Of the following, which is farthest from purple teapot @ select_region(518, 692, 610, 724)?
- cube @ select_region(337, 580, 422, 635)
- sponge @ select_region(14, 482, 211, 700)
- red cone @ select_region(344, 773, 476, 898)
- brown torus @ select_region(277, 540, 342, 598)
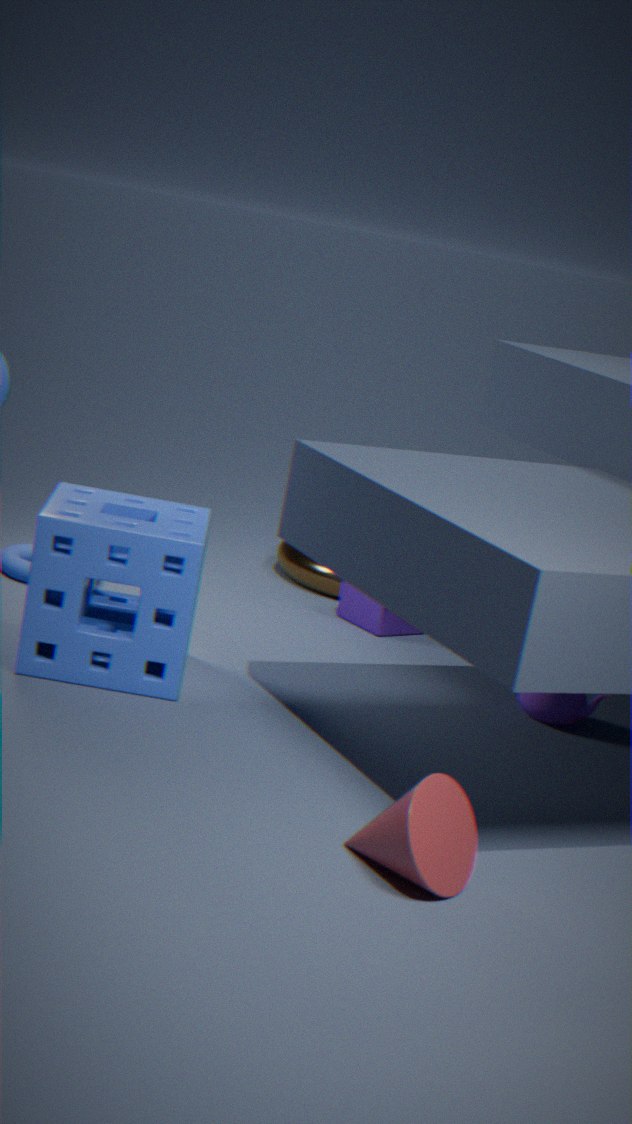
red cone @ select_region(344, 773, 476, 898)
